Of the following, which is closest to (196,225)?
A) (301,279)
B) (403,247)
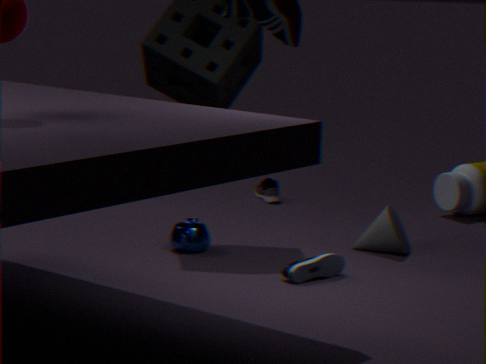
(301,279)
